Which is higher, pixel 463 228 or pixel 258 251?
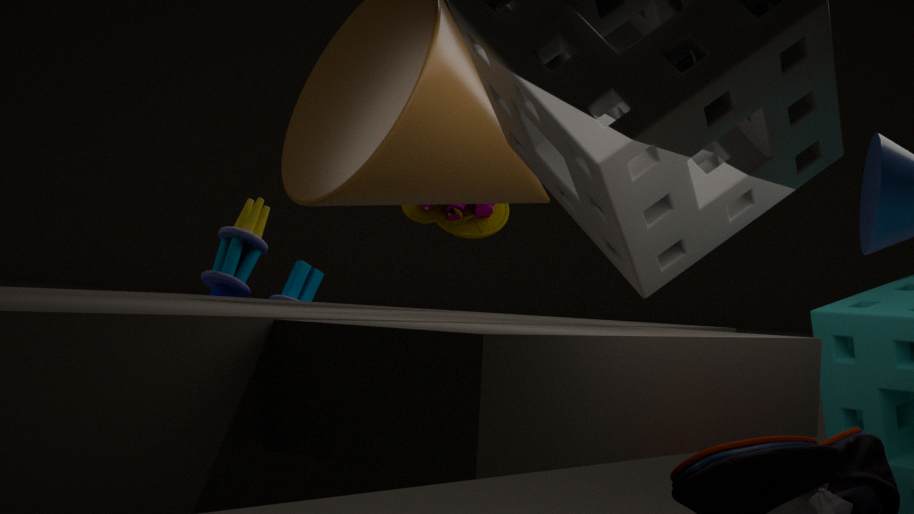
pixel 463 228
